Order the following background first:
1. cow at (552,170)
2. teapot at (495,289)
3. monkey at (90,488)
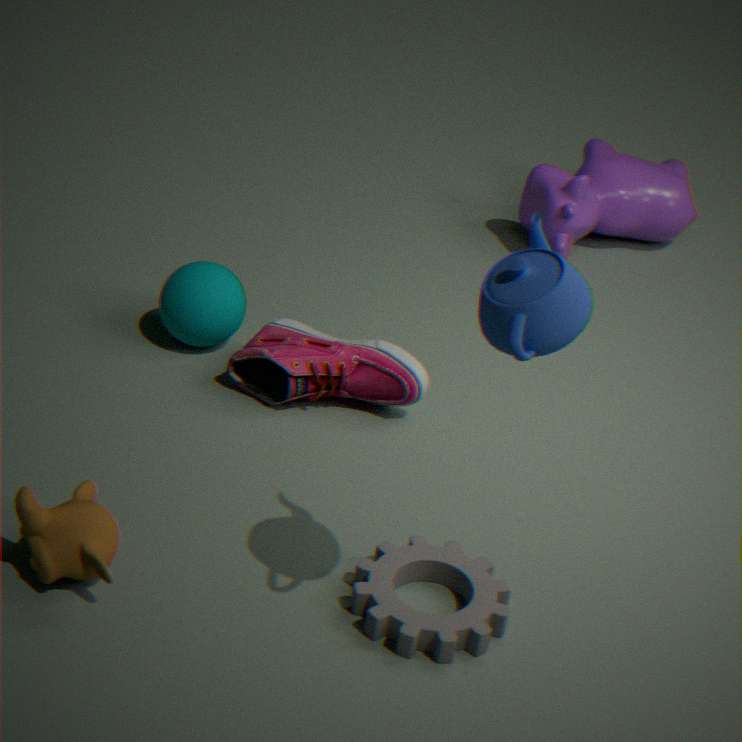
cow at (552,170), monkey at (90,488), teapot at (495,289)
